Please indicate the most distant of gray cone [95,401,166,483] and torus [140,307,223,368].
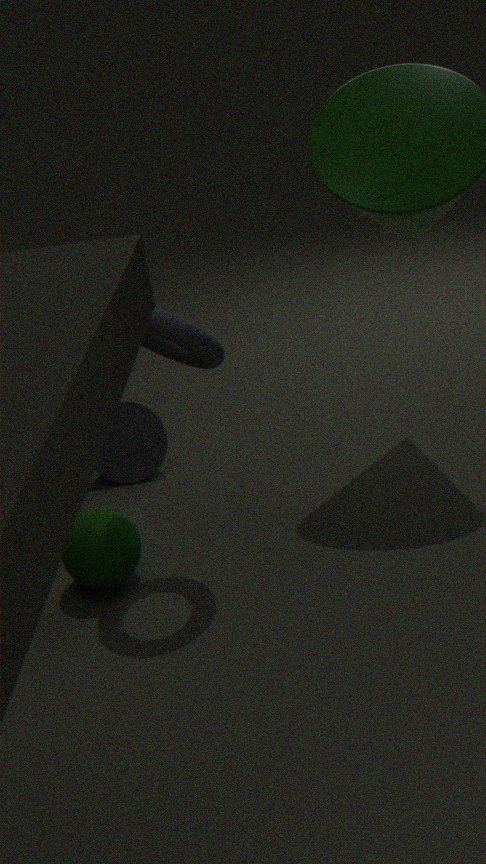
gray cone [95,401,166,483]
